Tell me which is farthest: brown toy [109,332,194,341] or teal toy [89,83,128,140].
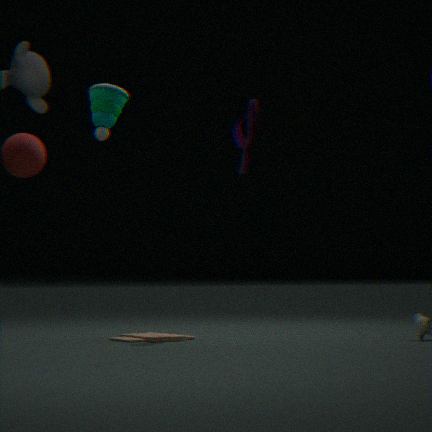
teal toy [89,83,128,140]
